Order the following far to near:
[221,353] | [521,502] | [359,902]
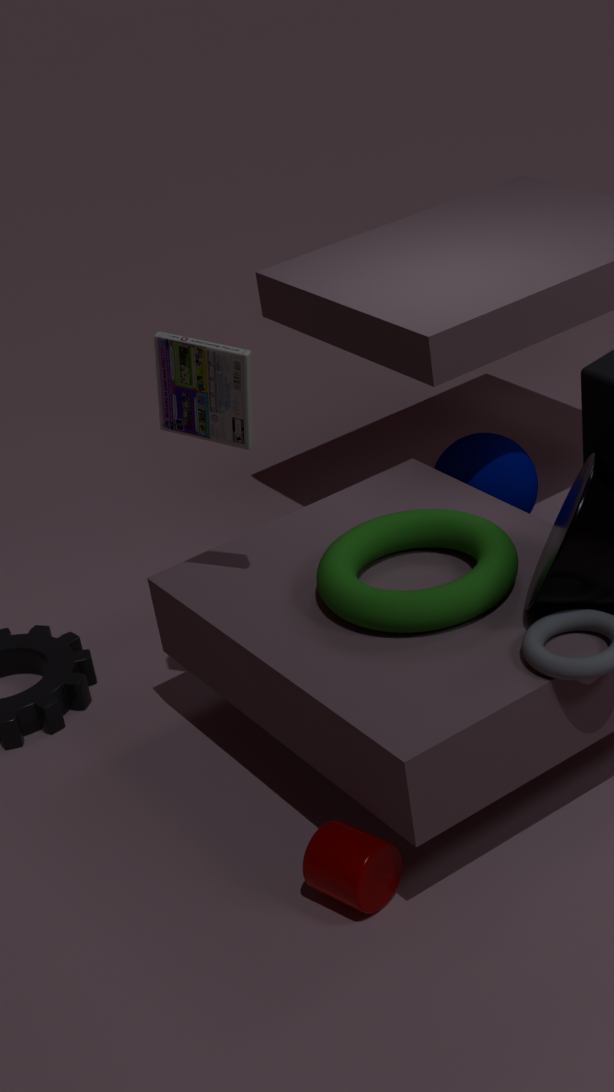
[521,502]
[221,353]
[359,902]
